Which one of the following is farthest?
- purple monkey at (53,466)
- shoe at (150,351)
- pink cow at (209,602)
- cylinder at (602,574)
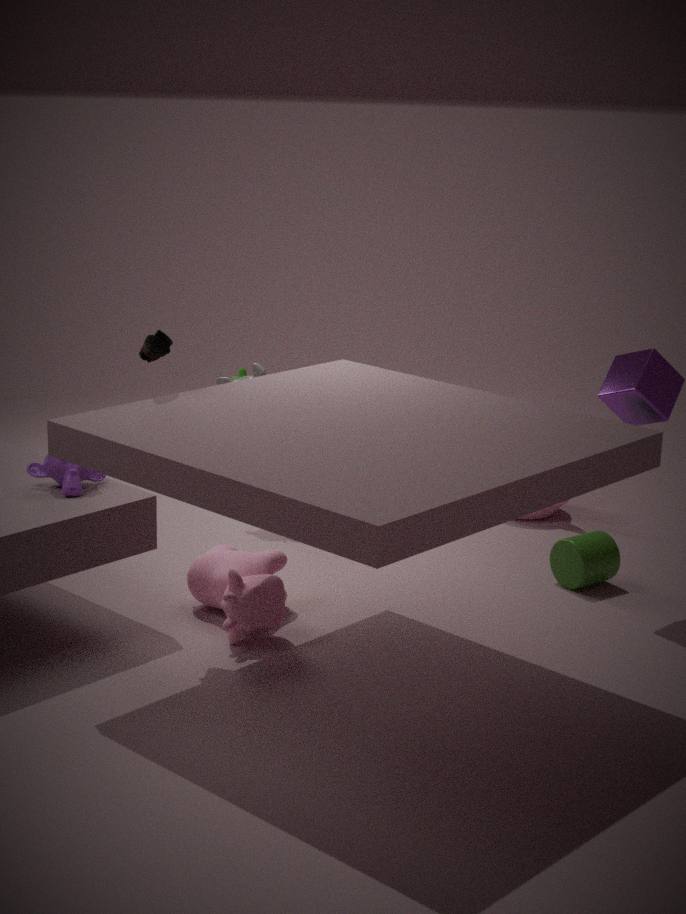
cylinder at (602,574)
